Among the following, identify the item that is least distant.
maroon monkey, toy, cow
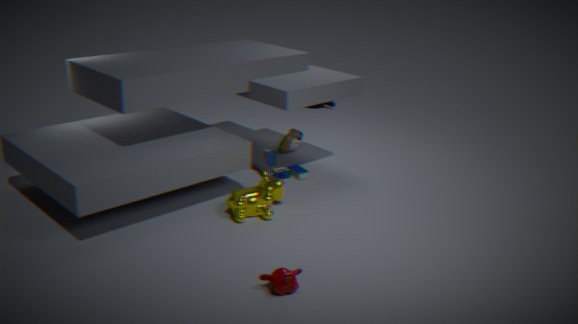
maroon monkey
